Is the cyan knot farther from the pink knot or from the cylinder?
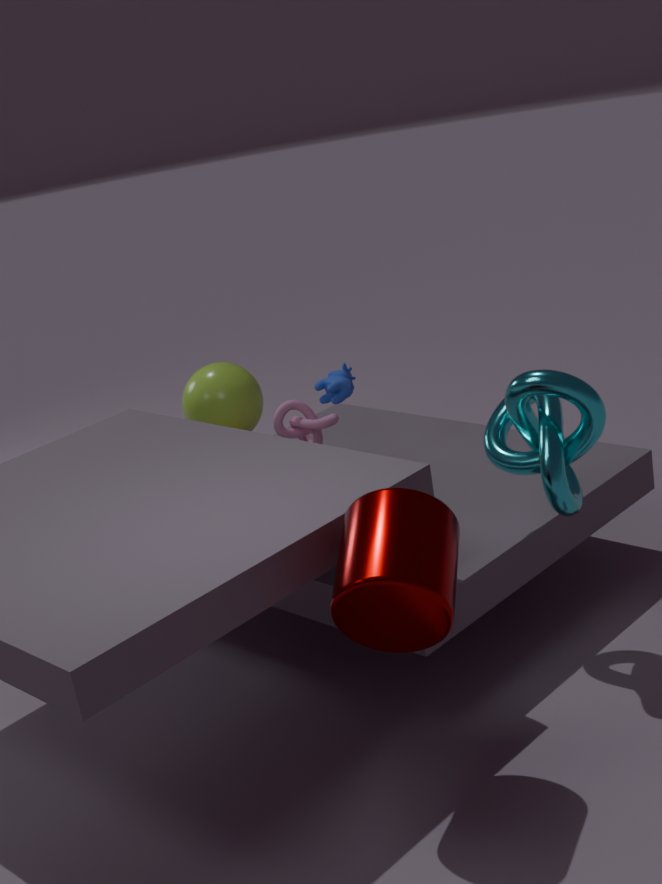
the pink knot
